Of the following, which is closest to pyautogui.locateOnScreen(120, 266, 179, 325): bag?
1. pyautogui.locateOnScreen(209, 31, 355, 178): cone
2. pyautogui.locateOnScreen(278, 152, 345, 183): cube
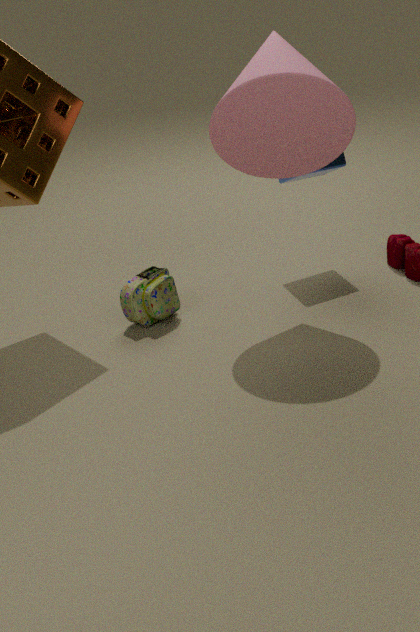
pyautogui.locateOnScreen(209, 31, 355, 178): cone
